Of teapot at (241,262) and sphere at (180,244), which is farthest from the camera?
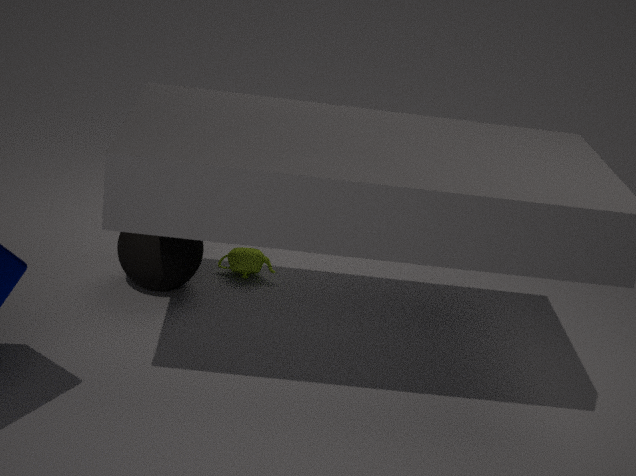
teapot at (241,262)
